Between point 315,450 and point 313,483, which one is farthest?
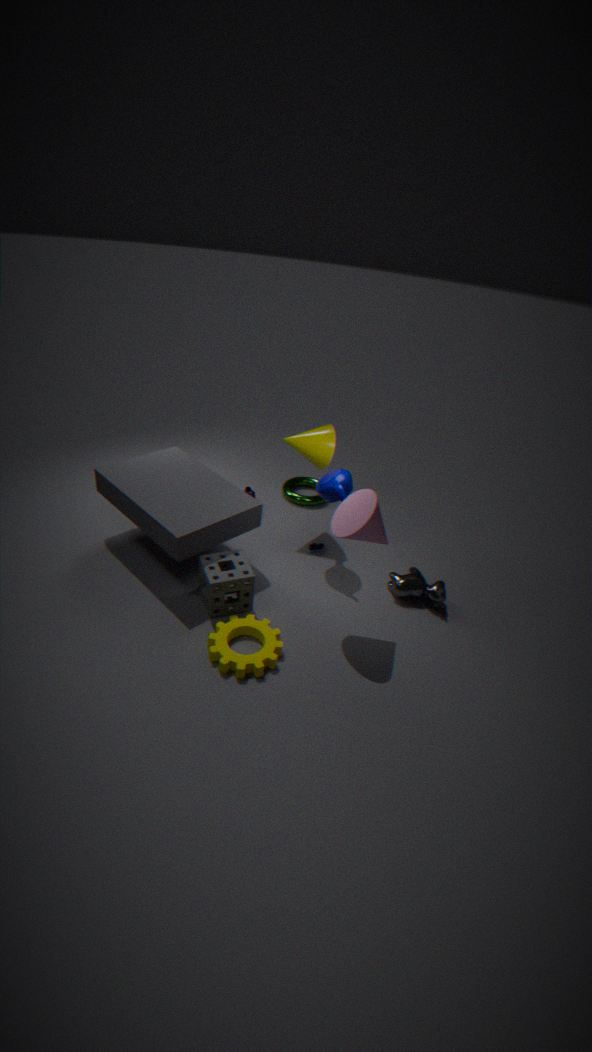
point 313,483
